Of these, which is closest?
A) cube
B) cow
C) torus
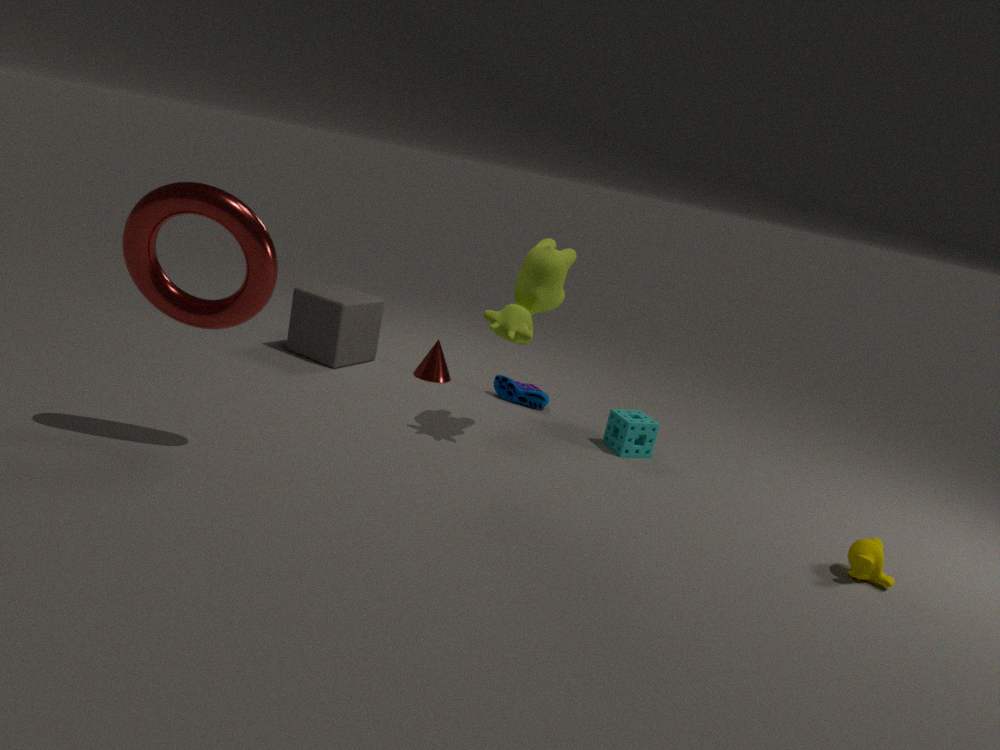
C. torus
